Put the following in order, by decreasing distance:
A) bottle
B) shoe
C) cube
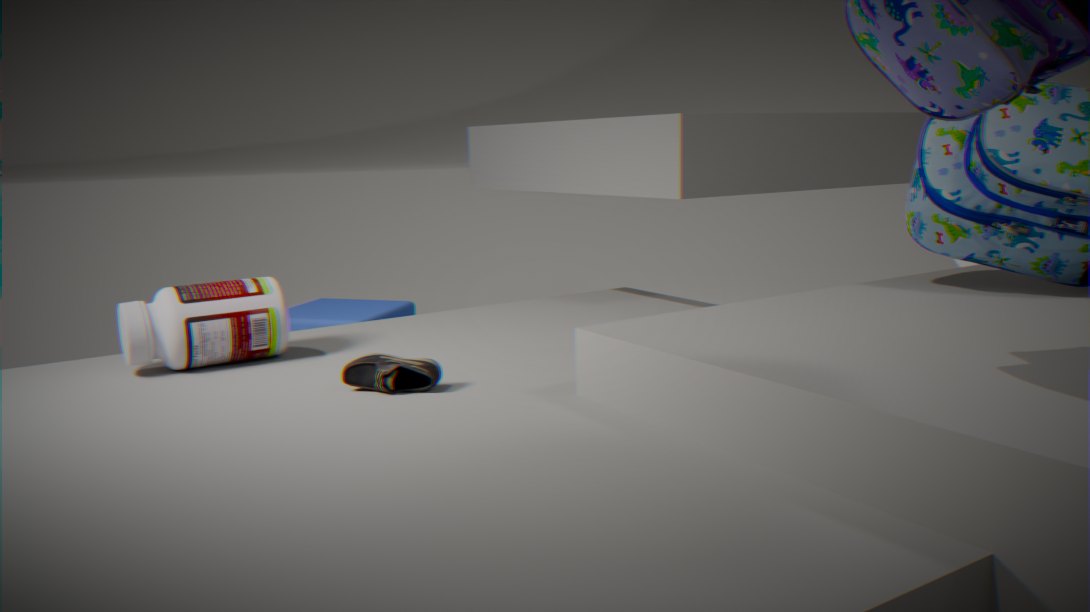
1. cube
2. bottle
3. shoe
